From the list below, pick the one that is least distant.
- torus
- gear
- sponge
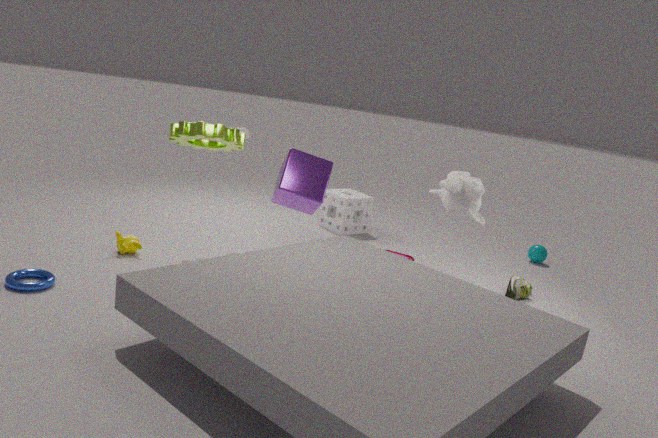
torus
